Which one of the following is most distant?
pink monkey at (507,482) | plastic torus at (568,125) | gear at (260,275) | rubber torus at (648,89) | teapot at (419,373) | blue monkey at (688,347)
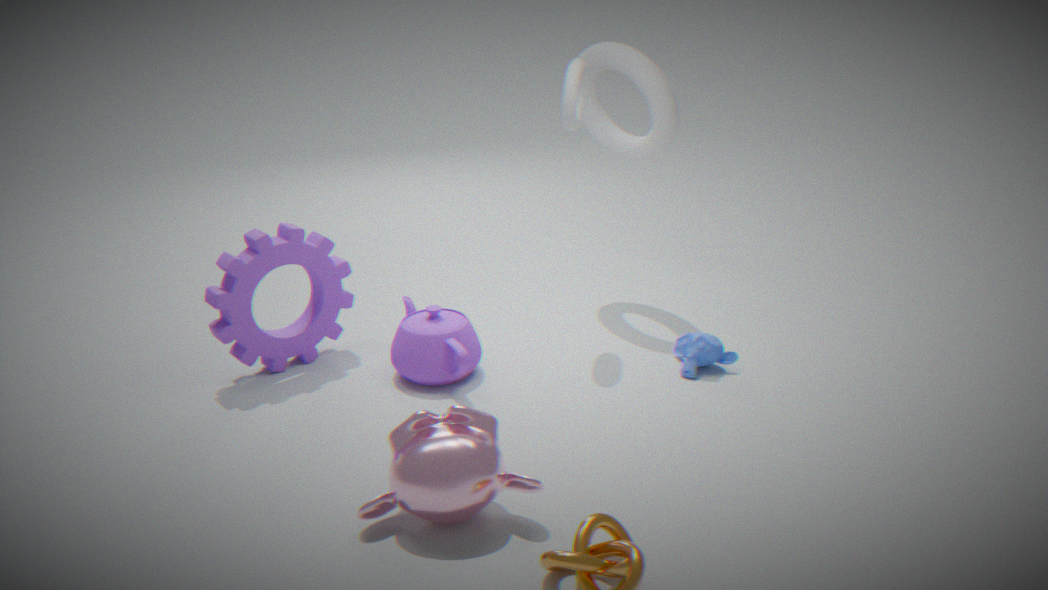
rubber torus at (648,89)
